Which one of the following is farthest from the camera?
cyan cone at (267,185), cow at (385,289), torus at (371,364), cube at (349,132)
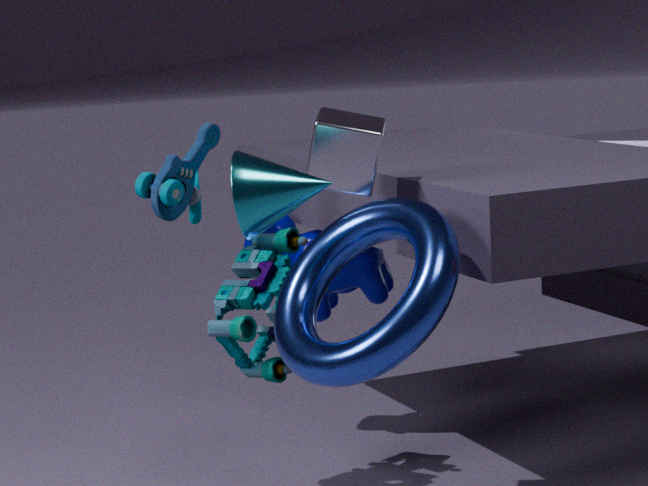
cow at (385,289)
